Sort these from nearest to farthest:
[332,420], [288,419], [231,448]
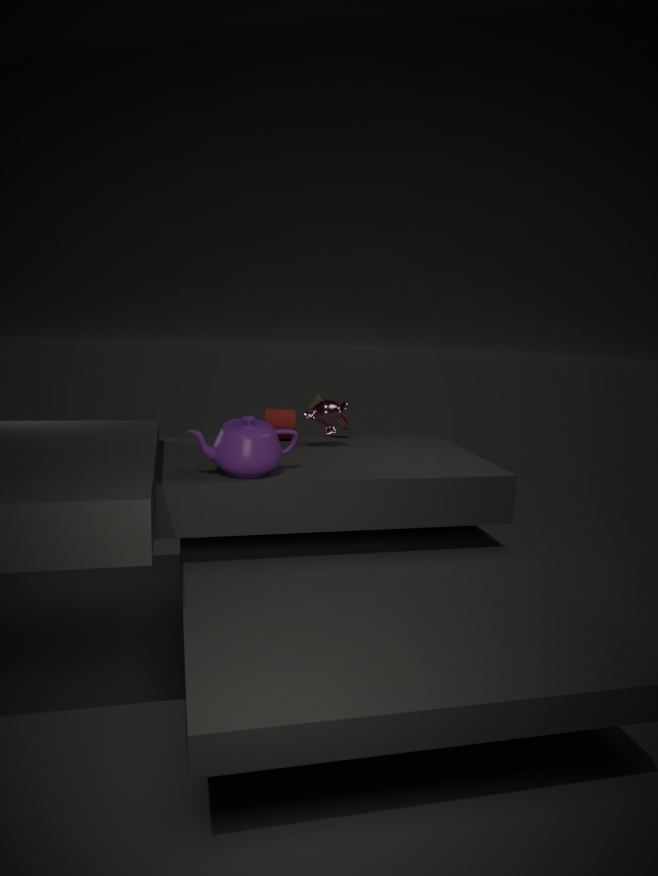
1. [231,448]
2. [332,420]
3. [288,419]
